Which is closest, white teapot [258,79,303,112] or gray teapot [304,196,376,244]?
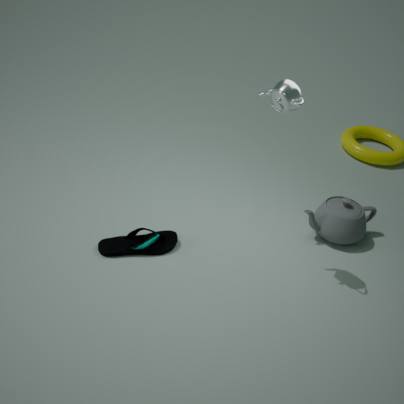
white teapot [258,79,303,112]
